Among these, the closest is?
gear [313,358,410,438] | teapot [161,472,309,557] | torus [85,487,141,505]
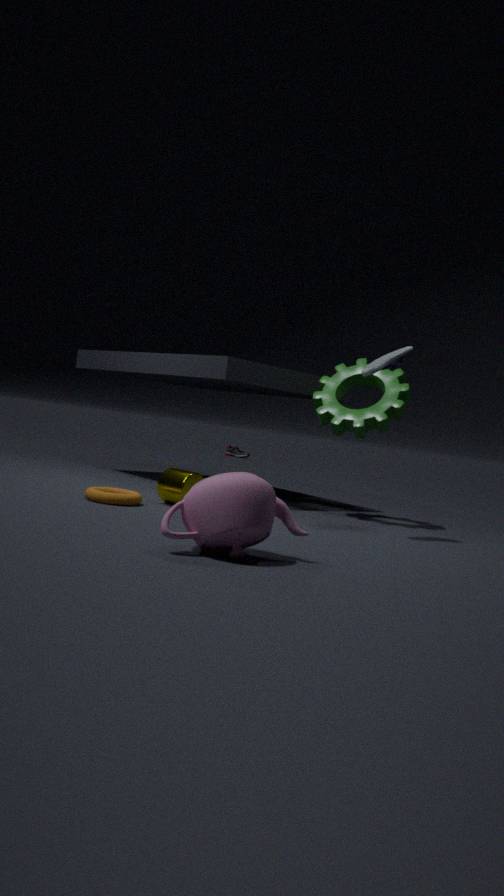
teapot [161,472,309,557]
